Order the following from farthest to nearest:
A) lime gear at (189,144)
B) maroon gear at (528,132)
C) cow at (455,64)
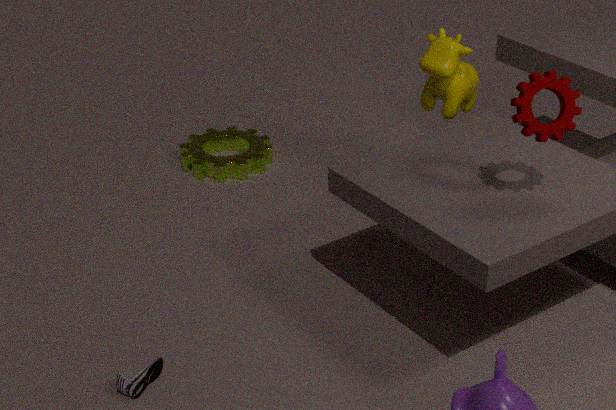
lime gear at (189,144) → cow at (455,64) → maroon gear at (528,132)
